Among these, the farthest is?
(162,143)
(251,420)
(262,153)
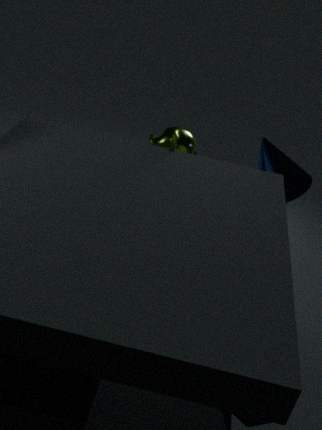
(262,153)
